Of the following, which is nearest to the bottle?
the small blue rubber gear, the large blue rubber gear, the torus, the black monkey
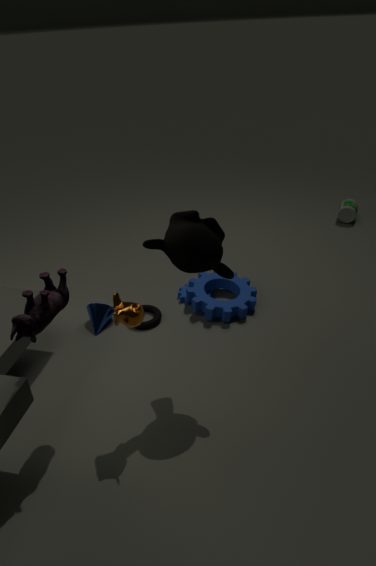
the large blue rubber gear
